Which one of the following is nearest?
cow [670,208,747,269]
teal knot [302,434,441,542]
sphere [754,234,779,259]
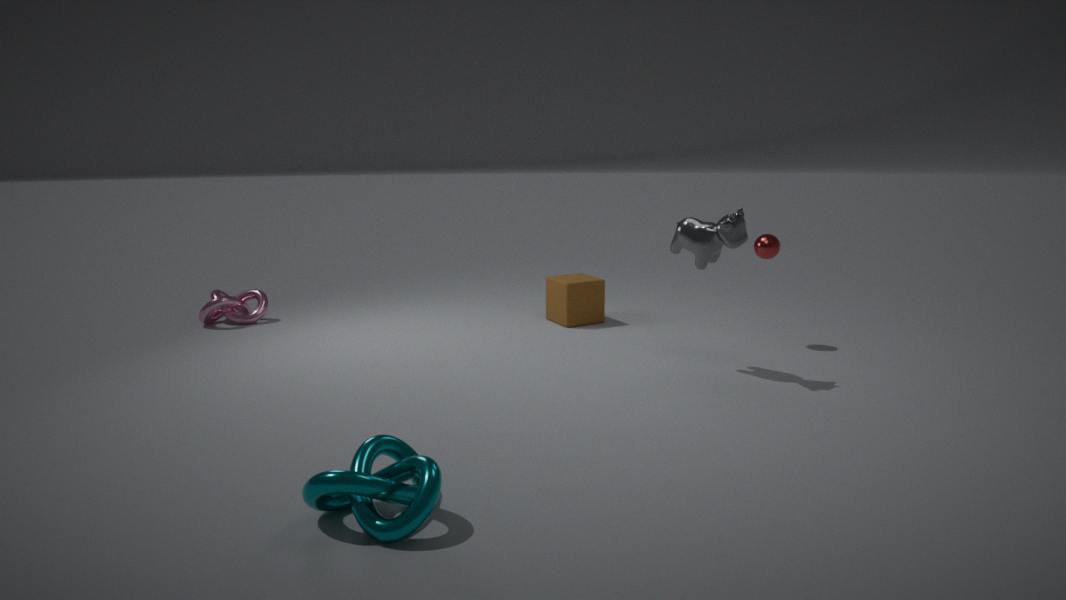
teal knot [302,434,441,542]
